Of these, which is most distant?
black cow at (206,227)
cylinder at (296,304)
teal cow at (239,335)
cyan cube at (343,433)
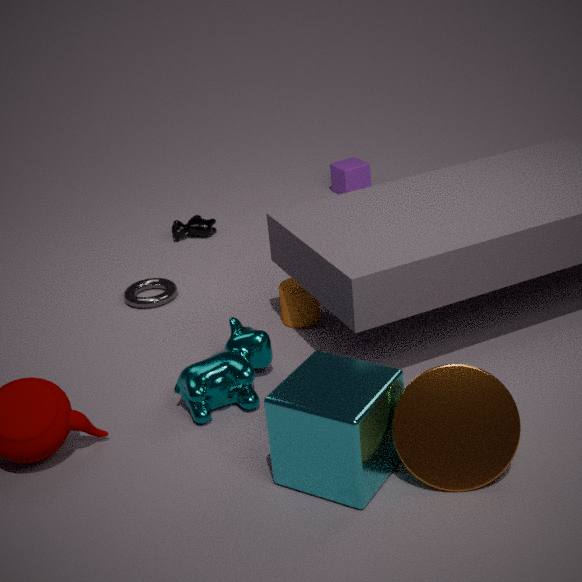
black cow at (206,227)
